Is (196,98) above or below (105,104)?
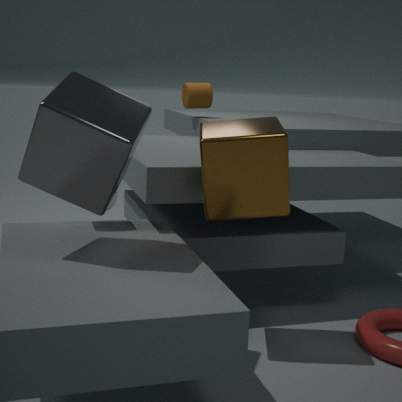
above
